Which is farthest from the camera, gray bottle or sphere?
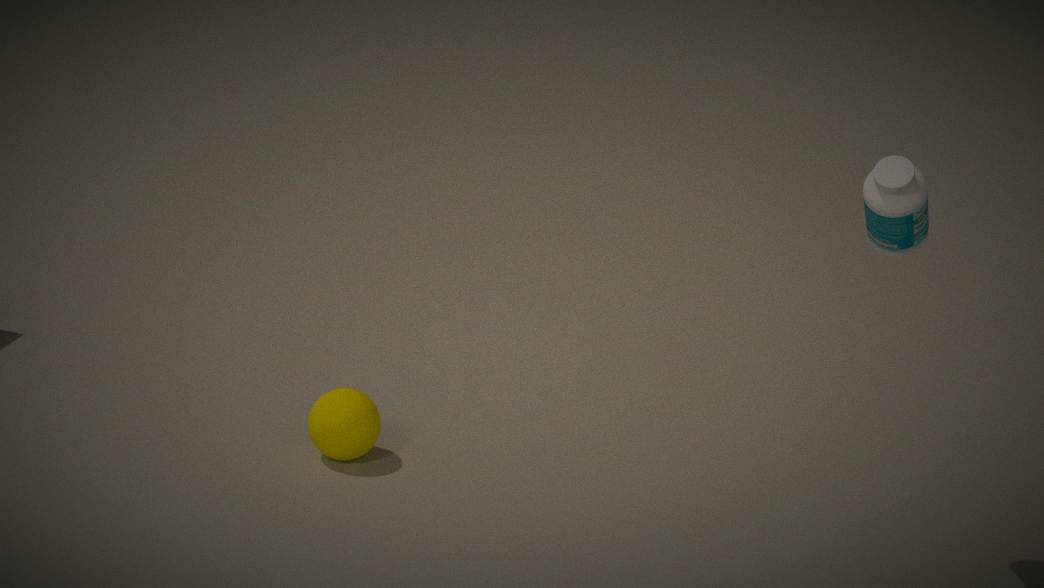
sphere
